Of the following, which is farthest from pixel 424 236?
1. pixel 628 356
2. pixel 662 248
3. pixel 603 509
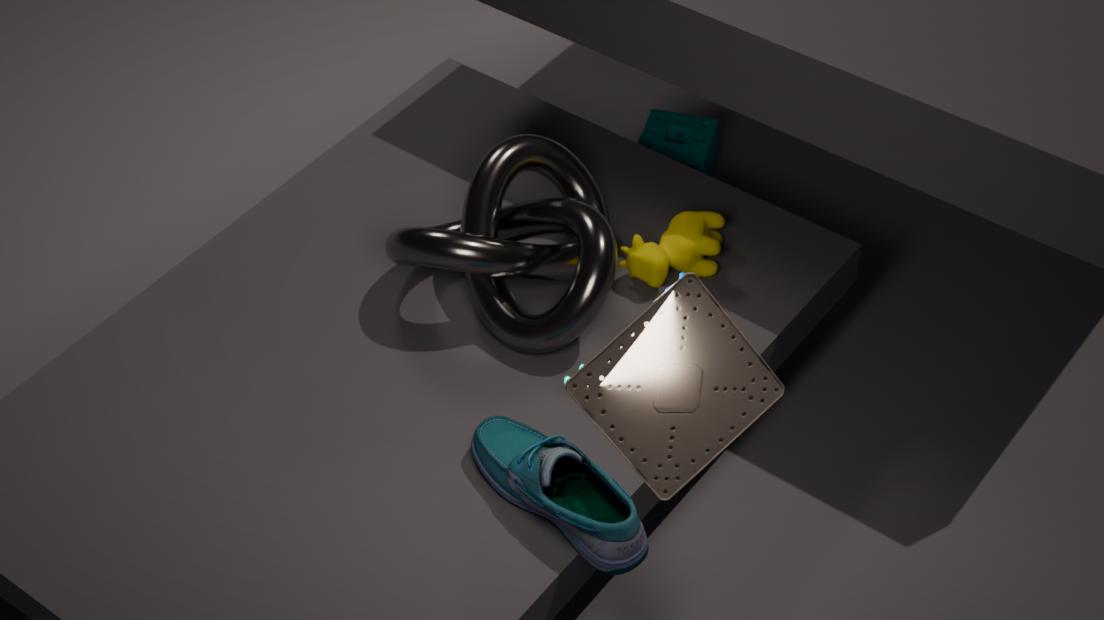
pixel 628 356
